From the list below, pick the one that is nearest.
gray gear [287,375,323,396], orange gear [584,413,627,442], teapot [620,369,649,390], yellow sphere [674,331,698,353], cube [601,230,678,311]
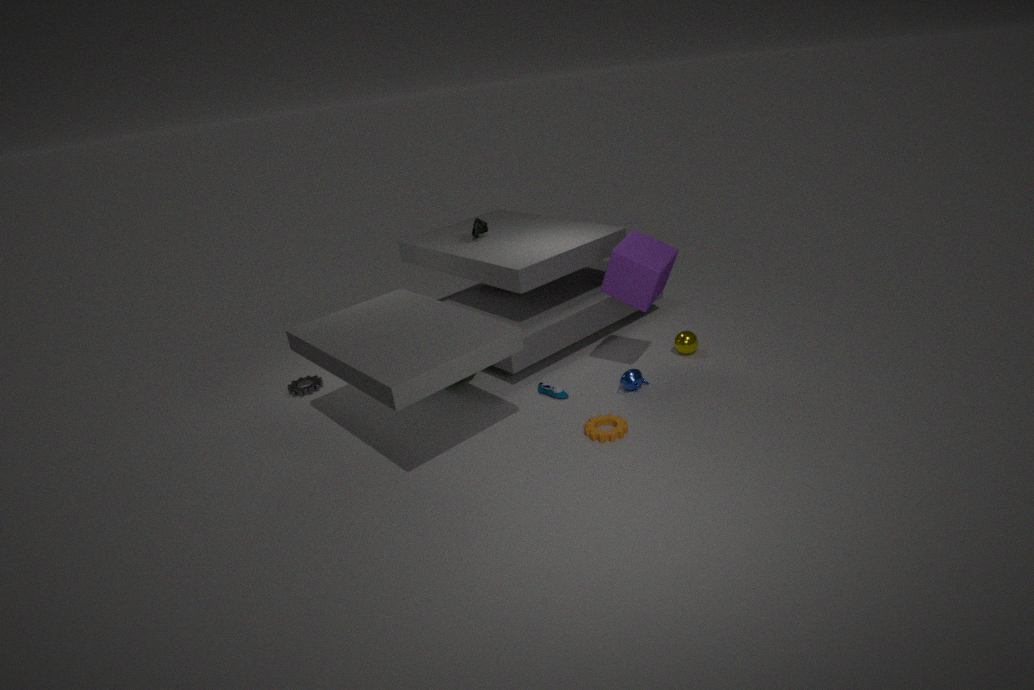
orange gear [584,413,627,442]
